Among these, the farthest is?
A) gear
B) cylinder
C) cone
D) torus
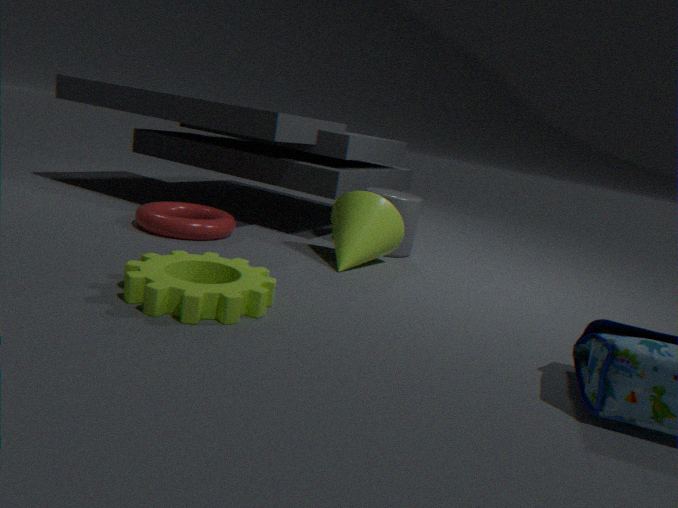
cylinder
